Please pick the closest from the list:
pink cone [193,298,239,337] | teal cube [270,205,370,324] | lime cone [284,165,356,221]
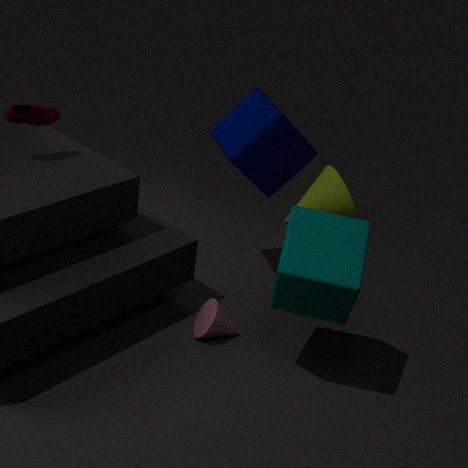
teal cube [270,205,370,324]
